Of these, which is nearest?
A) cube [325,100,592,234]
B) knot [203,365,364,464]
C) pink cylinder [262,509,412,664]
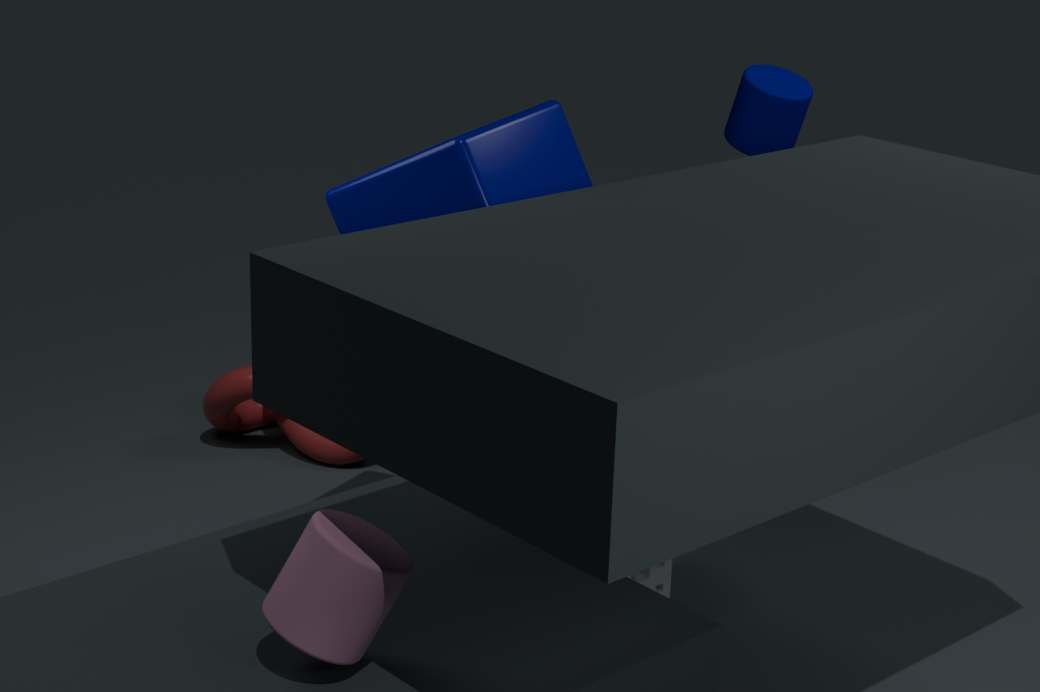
pink cylinder [262,509,412,664]
